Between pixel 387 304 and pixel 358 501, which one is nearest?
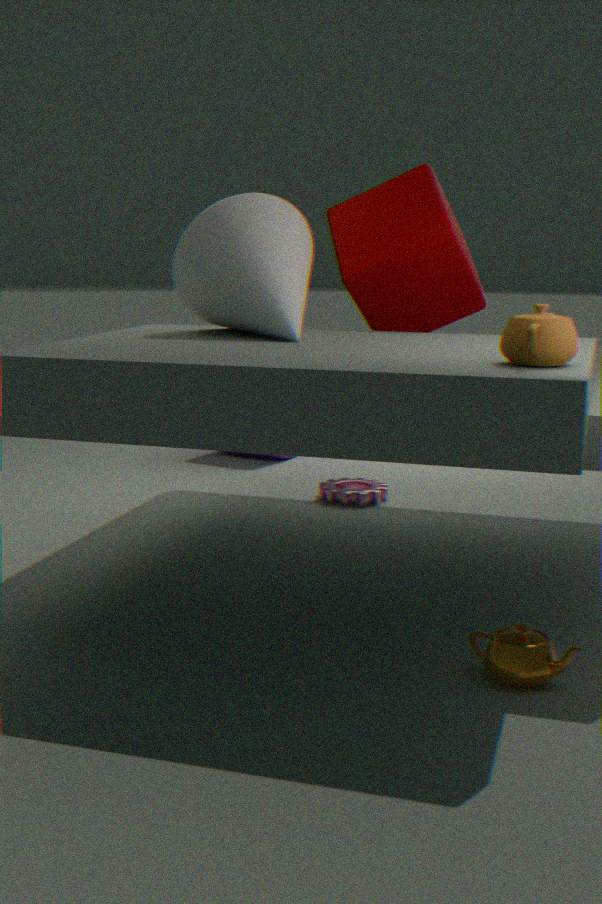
pixel 387 304
